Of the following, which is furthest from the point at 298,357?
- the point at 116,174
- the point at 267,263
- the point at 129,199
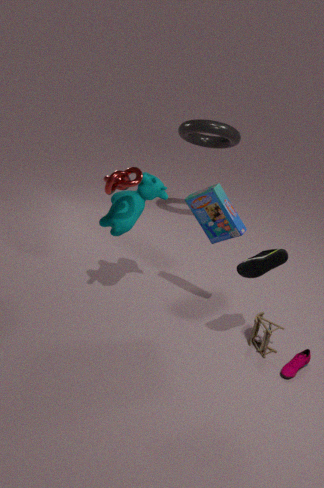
the point at 116,174
